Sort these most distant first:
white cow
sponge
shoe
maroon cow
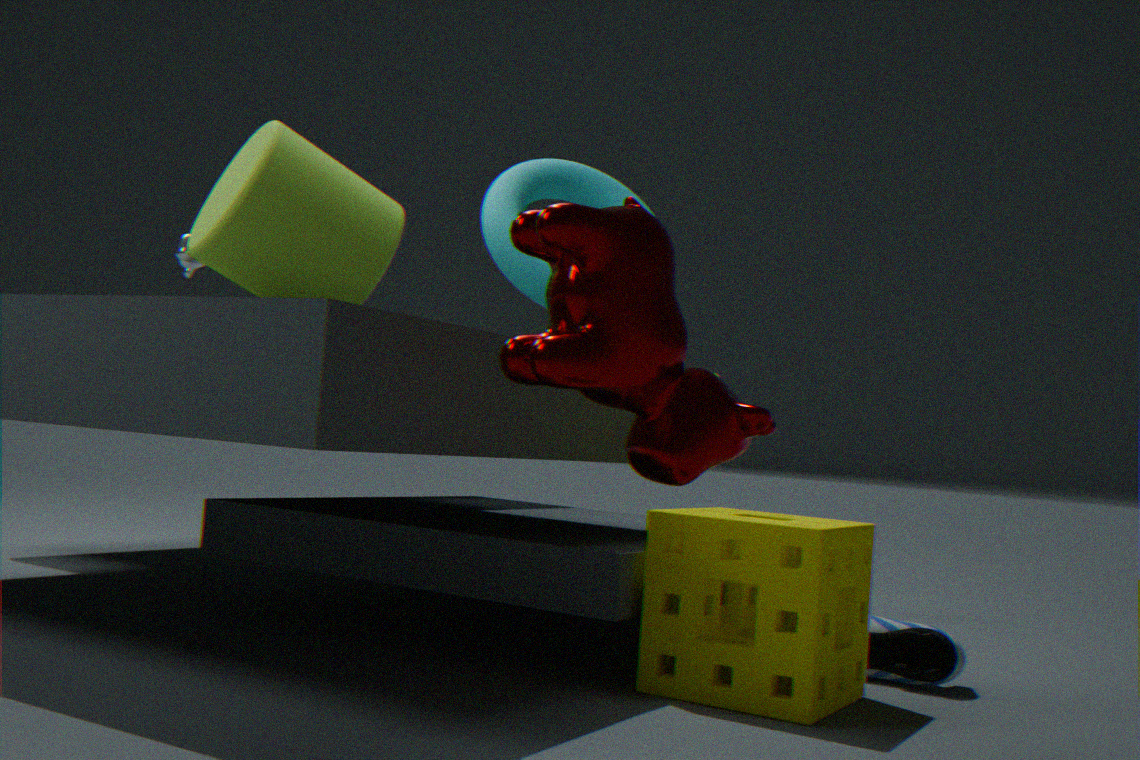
white cow < shoe < sponge < maroon cow
